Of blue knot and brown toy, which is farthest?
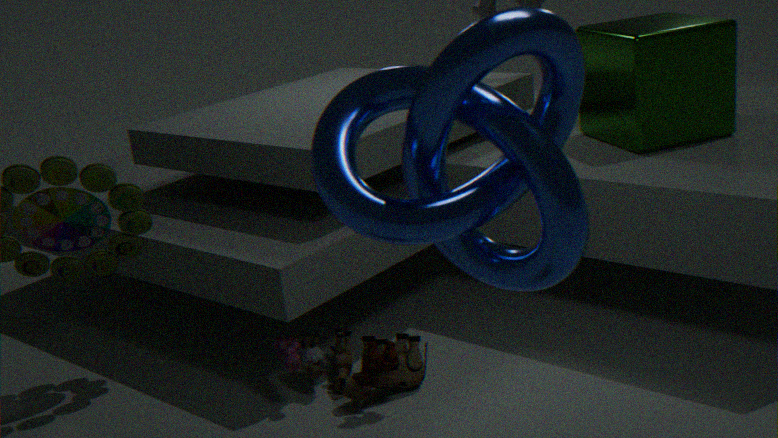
brown toy
